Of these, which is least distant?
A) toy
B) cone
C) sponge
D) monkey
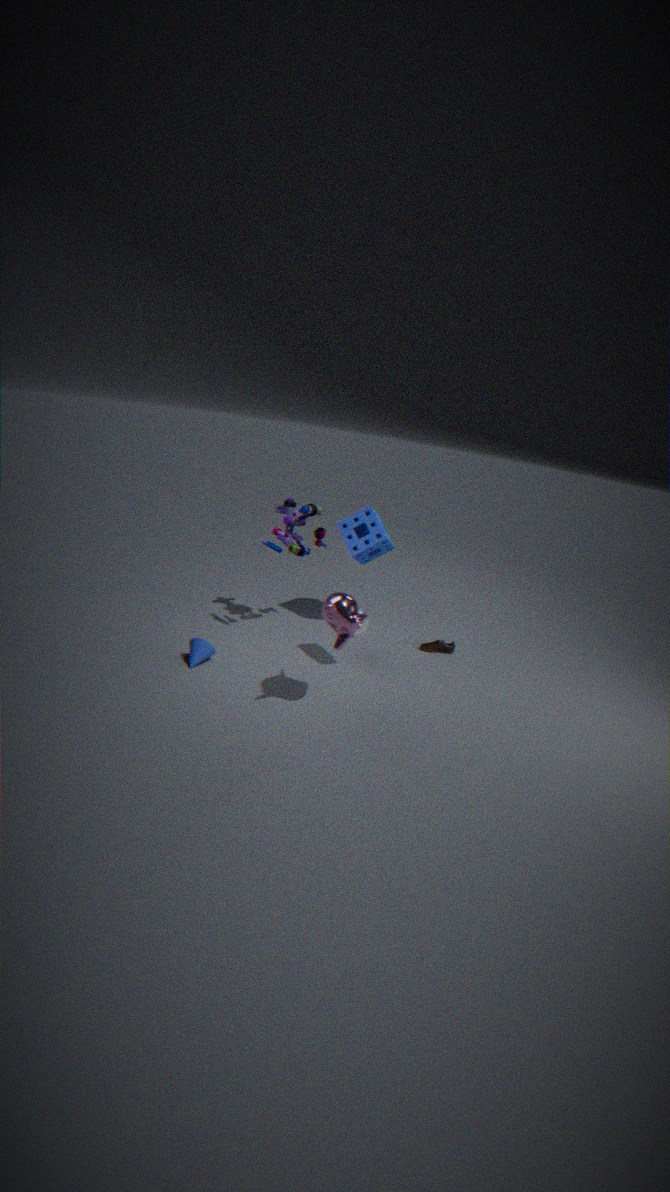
D. monkey
